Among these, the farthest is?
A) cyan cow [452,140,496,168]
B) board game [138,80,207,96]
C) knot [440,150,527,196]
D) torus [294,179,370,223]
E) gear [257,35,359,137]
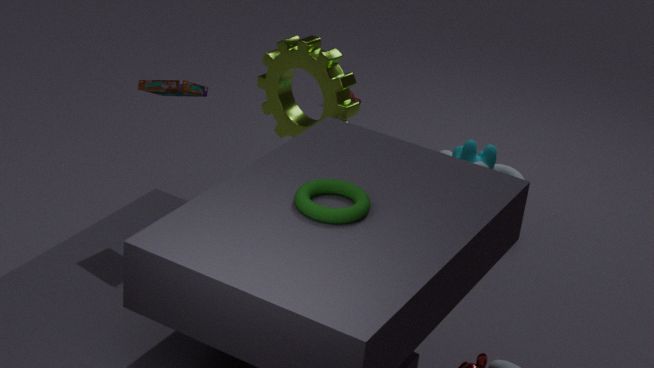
cyan cow [452,140,496,168]
